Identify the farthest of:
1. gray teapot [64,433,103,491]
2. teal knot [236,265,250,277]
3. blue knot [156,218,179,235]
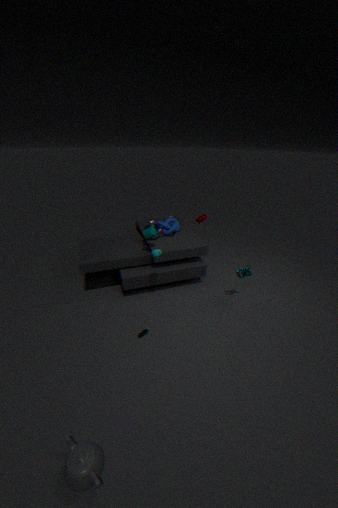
blue knot [156,218,179,235]
